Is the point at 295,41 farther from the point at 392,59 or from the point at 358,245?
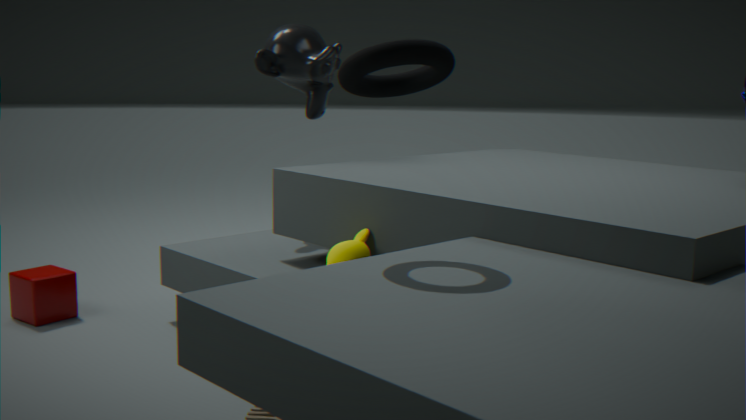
the point at 392,59
